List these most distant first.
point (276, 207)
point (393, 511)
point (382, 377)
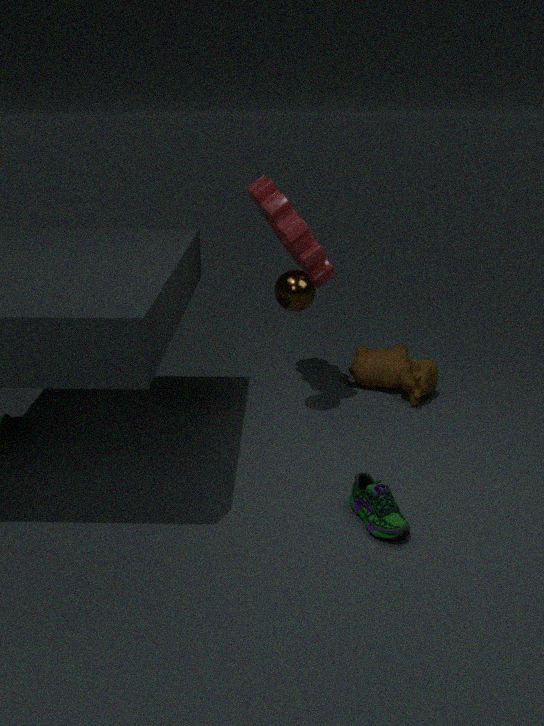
1. point (382, 377)
2. point (276, 207)
3. point (393, 511)
